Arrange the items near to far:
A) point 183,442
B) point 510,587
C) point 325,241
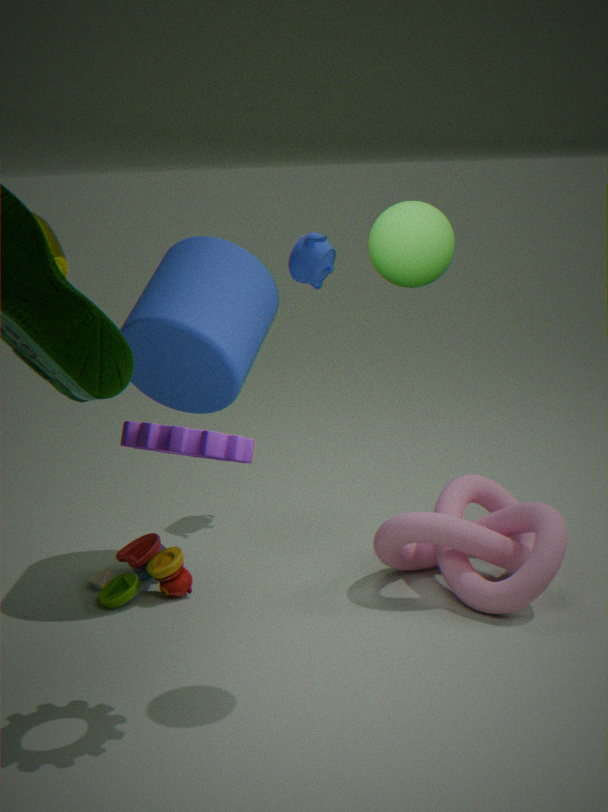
1. point 183,442
2. point 510,587
3. point 325,241
